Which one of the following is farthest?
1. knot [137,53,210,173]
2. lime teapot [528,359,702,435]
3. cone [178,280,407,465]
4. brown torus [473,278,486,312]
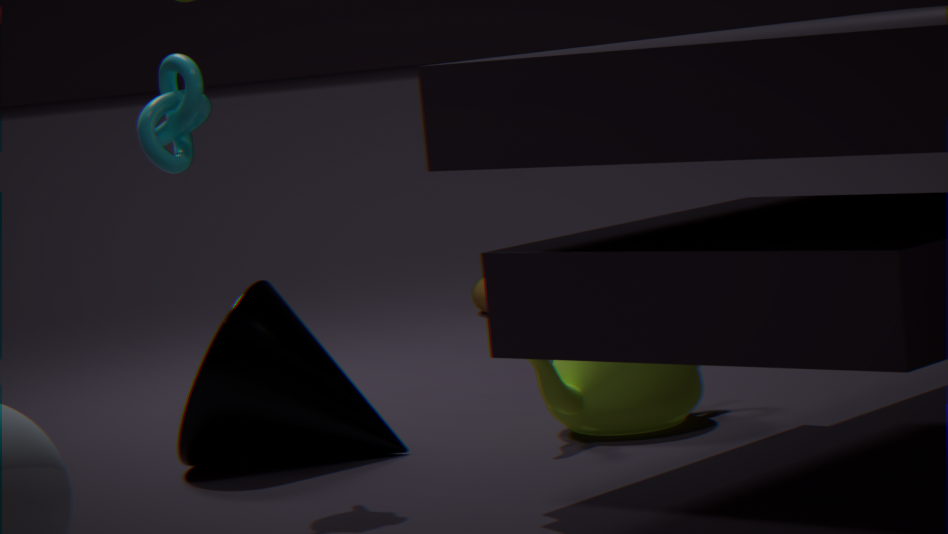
brown torus [473,278,486,312]
